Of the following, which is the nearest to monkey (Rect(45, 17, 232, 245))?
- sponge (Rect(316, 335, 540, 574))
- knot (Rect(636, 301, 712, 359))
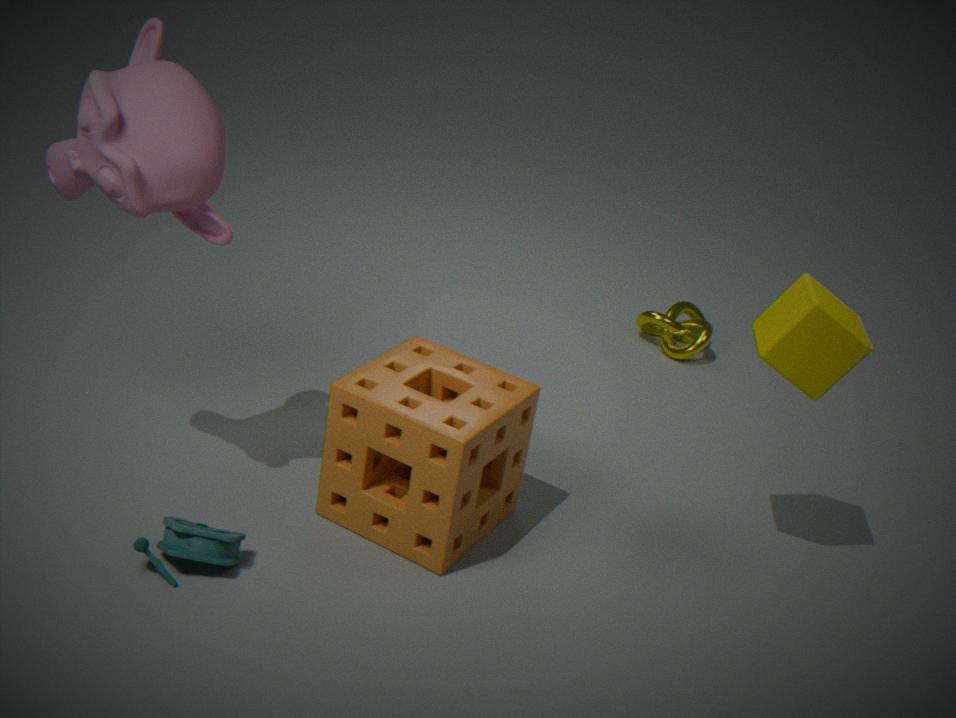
sponge (Rect(316, 335, 540, 574))
